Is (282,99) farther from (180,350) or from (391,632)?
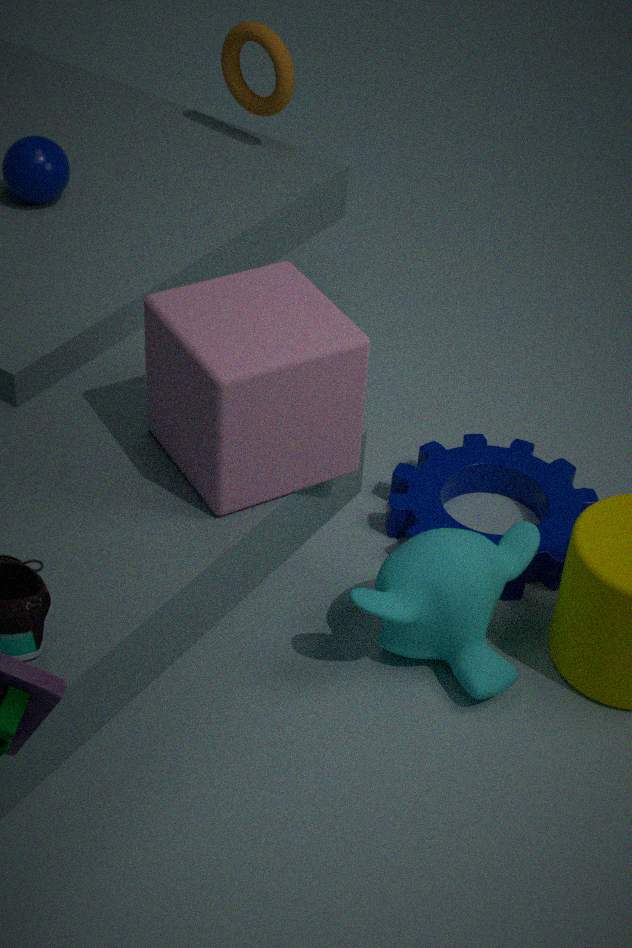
(391,632)
